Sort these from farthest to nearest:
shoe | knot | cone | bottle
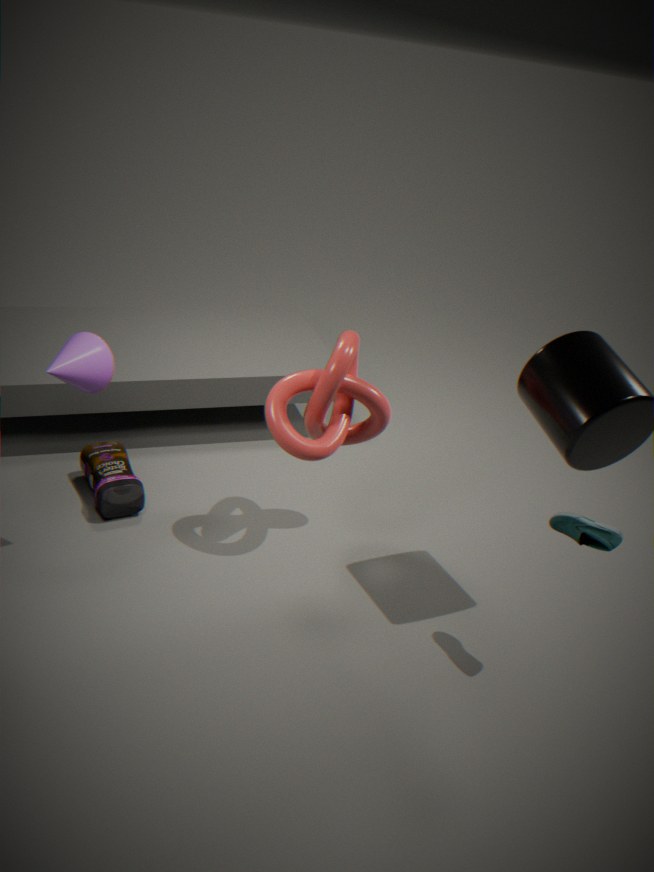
bottle → knot → cone → shoe
